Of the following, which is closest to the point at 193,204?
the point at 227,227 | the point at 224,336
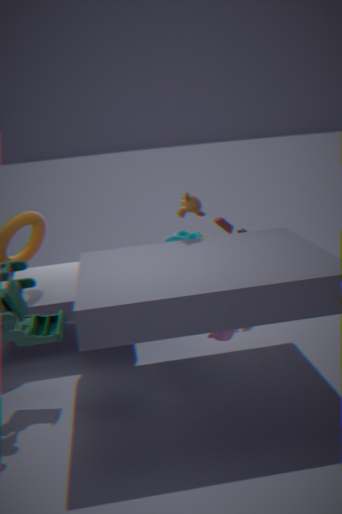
the point at 227,227
